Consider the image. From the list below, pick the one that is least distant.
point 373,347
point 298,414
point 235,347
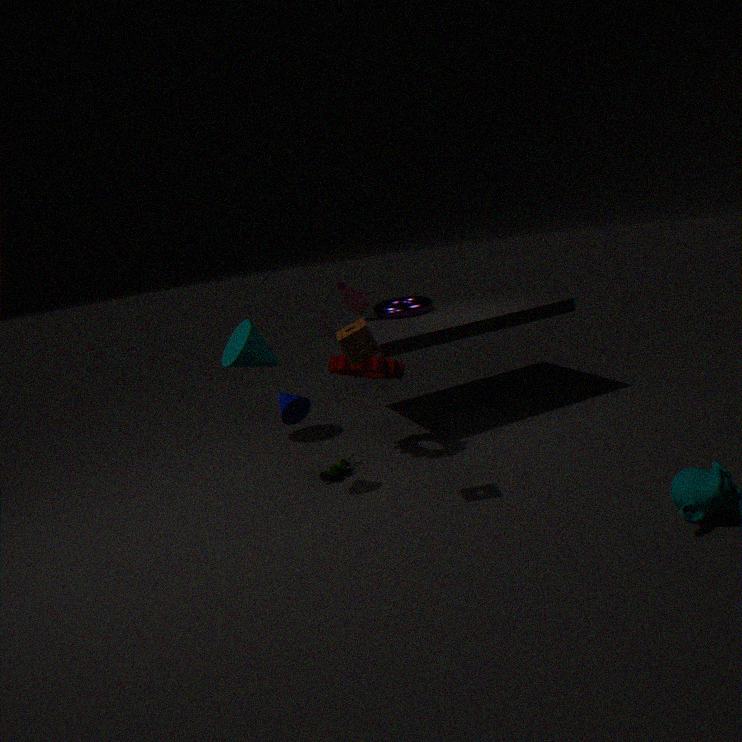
point 373,347
